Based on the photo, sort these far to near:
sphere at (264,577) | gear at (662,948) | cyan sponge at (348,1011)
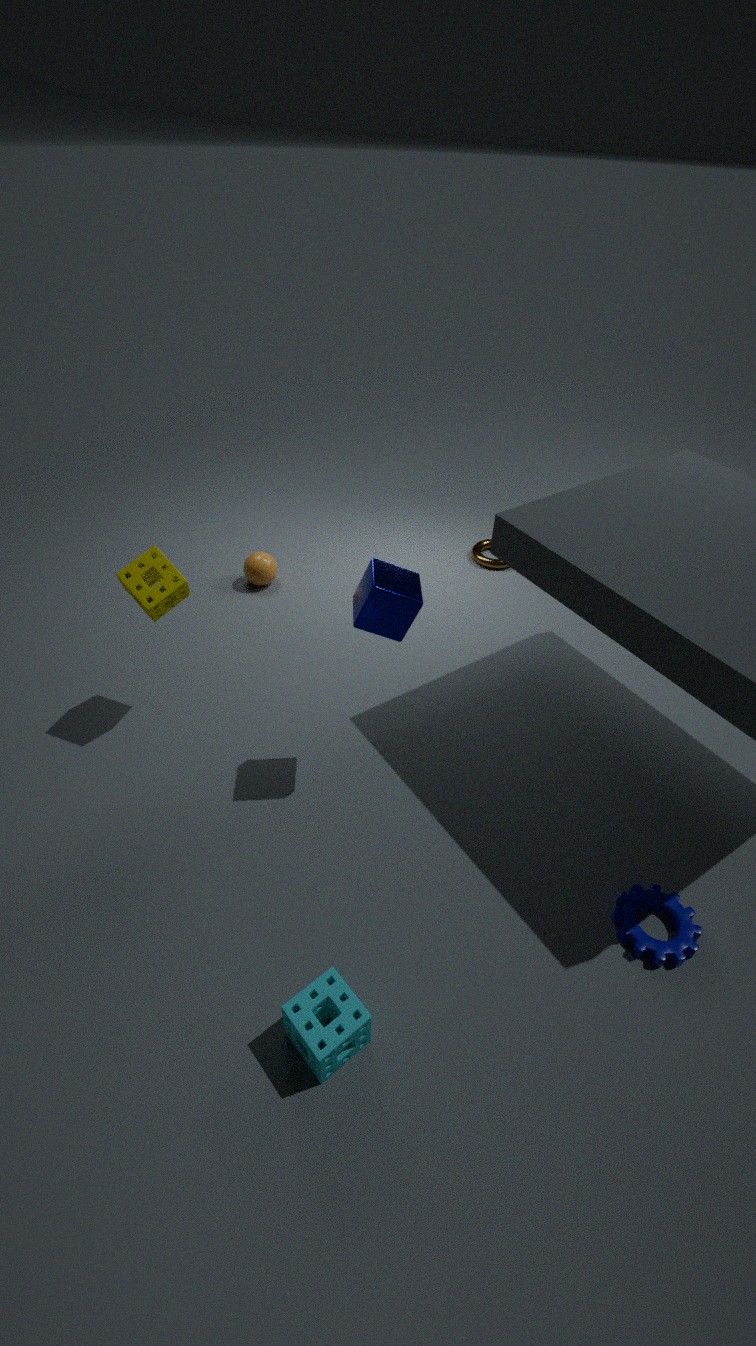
sphere at (264,577), gear at (662,948), cyan sponge at (348,1011)
